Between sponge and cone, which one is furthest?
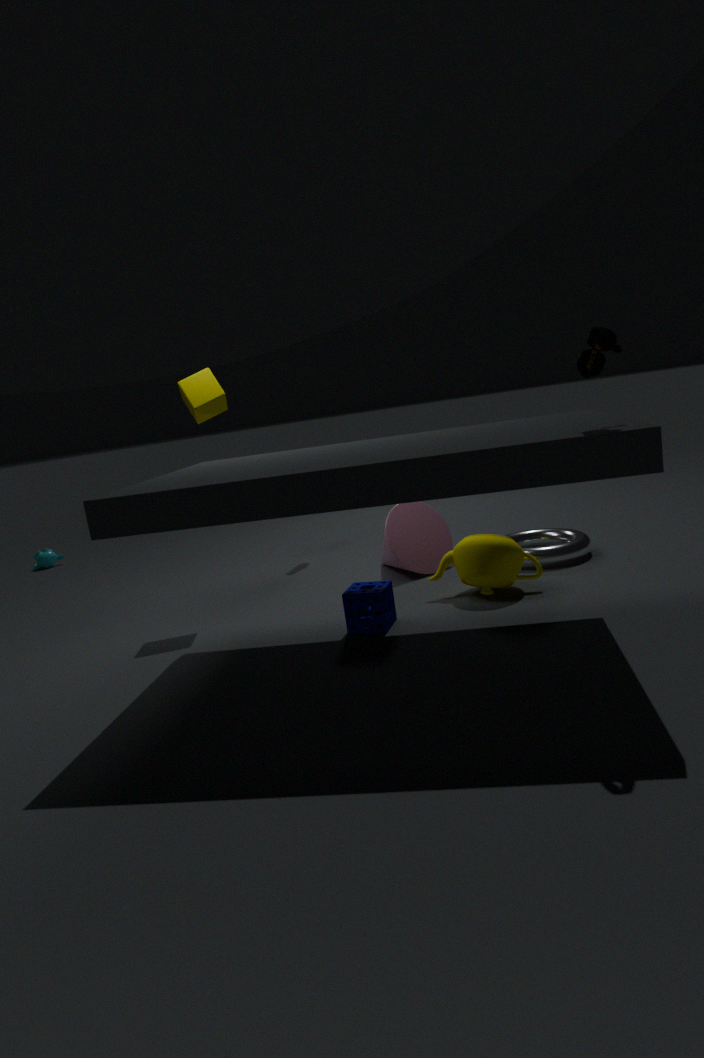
cone
